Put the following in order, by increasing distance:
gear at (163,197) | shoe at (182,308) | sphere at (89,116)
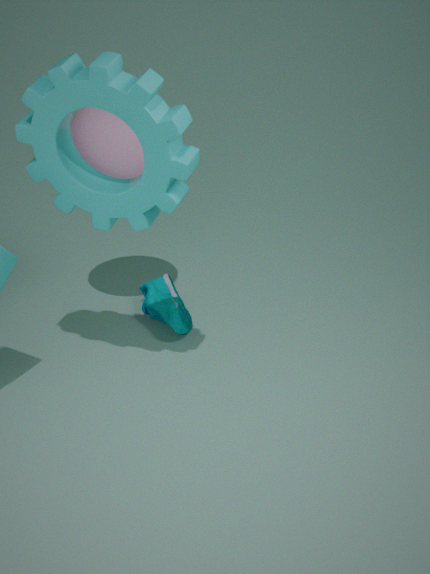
gear at (163,197)
sphere at (89,116)
shoe at (182,308)
